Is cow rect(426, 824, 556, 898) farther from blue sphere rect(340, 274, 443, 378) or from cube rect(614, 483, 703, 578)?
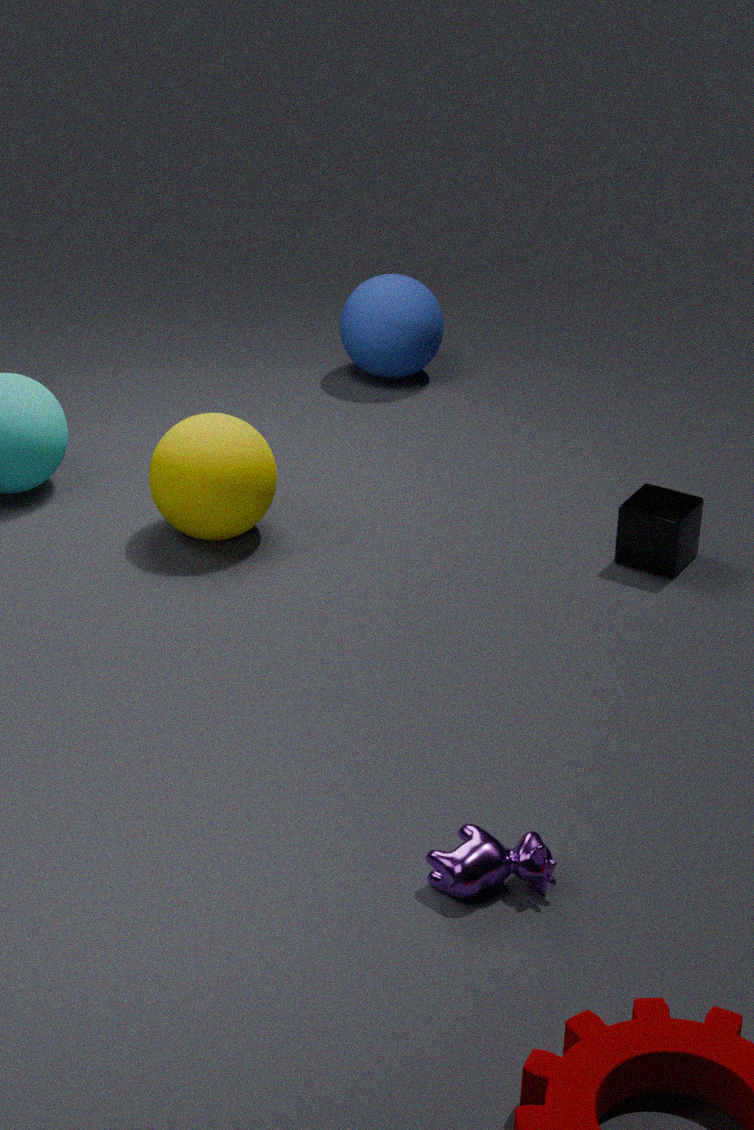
blue sphere rect(340, 274, 443, 378)
